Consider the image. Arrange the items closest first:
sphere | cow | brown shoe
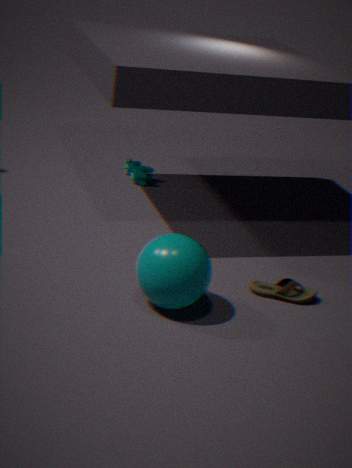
sphere < brown shoe < cow
